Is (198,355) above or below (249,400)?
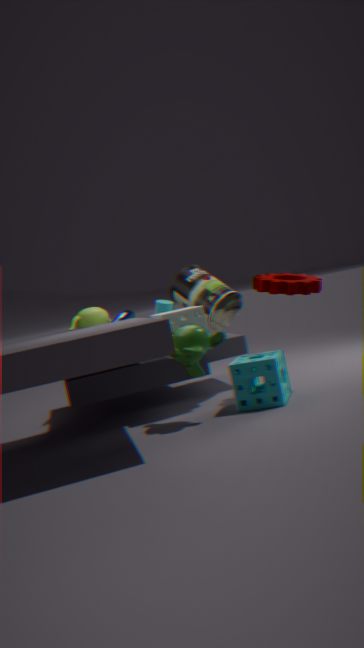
above
